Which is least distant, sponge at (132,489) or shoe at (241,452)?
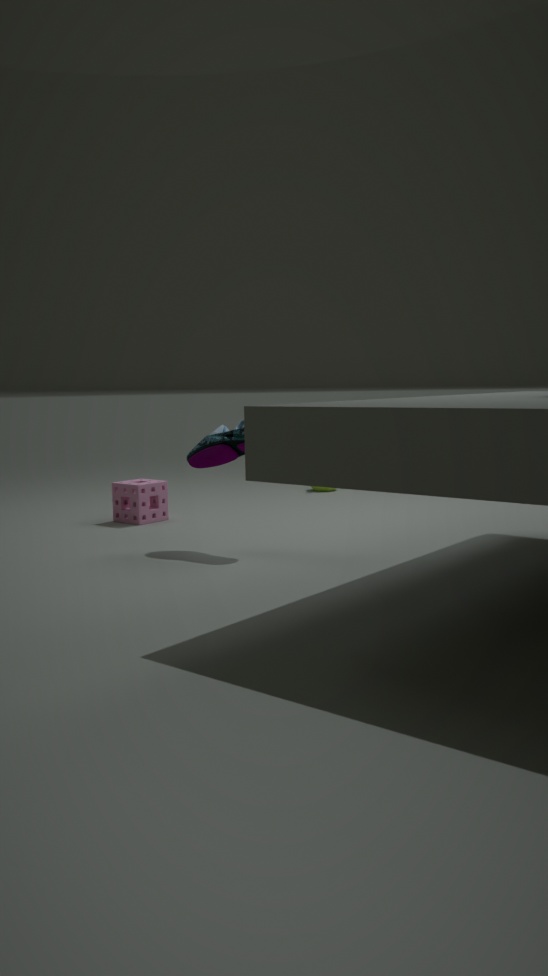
shoe at (241,452)
